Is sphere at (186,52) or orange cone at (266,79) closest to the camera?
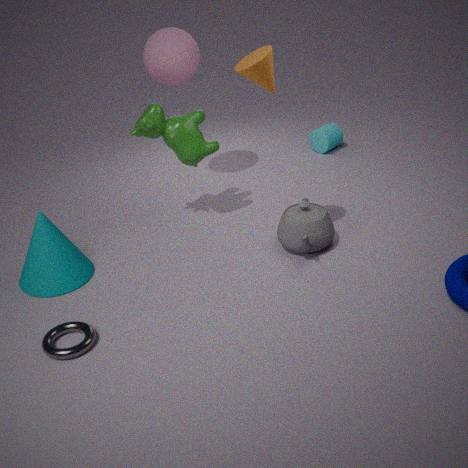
orange cone at (266,79)
